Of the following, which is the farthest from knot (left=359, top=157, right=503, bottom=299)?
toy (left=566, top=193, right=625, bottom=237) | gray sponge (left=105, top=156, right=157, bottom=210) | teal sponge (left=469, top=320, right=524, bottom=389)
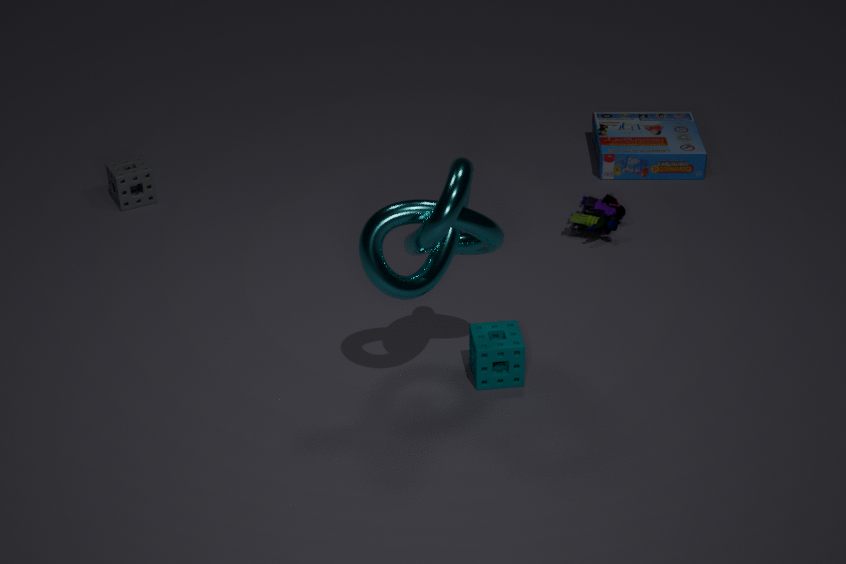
gray sponge (left=105, top=156, right=157, bottom=210)
